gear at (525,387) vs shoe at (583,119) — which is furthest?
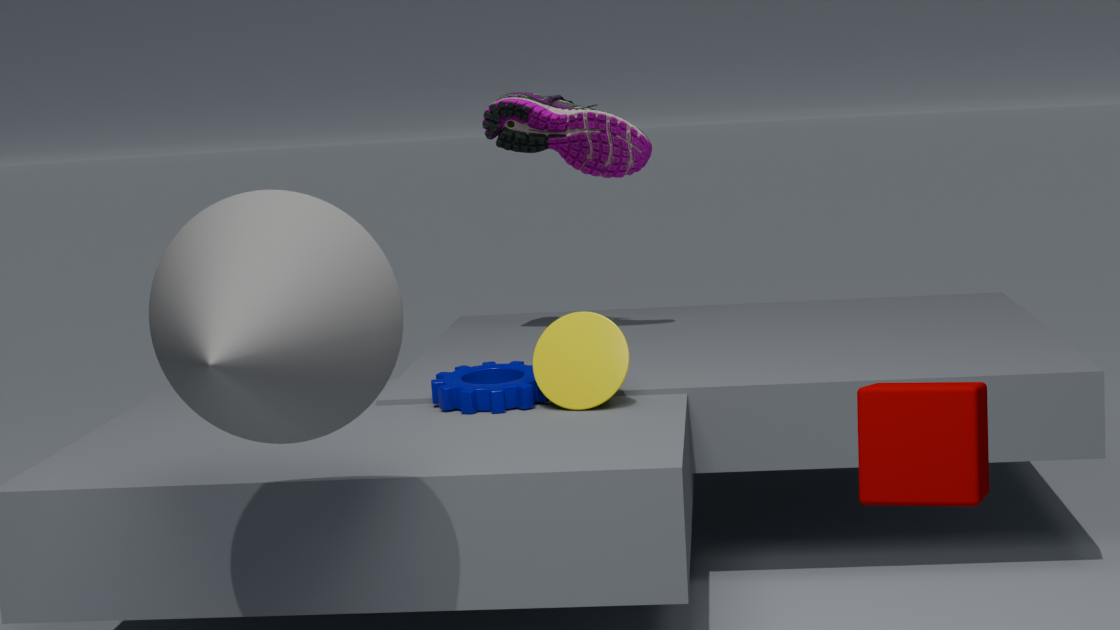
shoe at (583,119)
